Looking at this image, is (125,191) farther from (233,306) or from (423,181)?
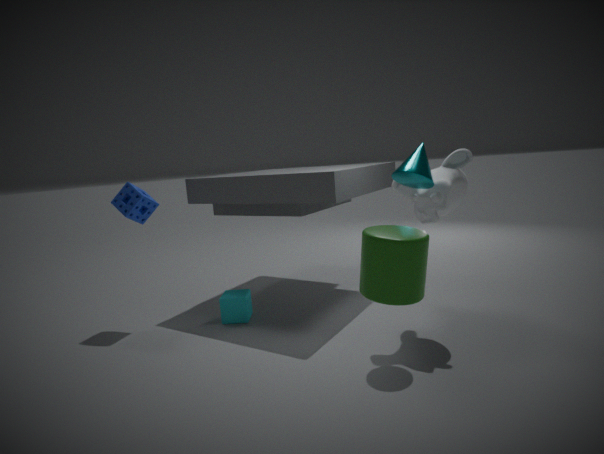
(423,181)
